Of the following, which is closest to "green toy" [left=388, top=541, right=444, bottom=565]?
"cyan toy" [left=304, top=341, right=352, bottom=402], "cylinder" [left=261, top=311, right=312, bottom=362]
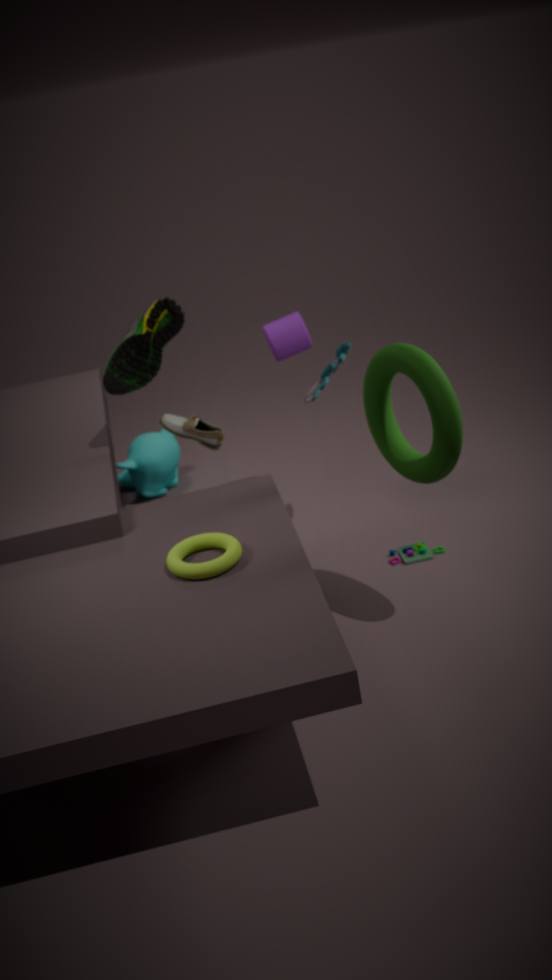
"cyan toy" [left=304, top=341, right=352, bottom=402]
